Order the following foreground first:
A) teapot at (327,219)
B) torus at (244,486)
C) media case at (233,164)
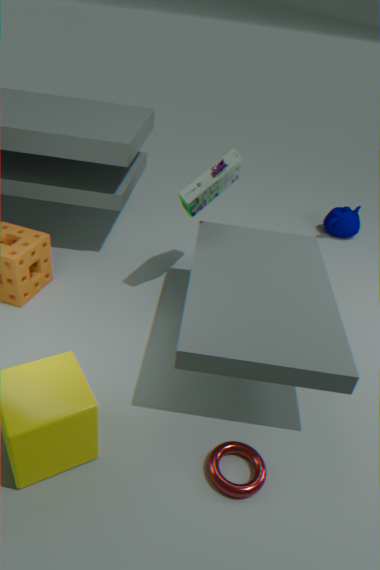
torus at (244,486) < media case at (233,164) < teapot at (327,219)
